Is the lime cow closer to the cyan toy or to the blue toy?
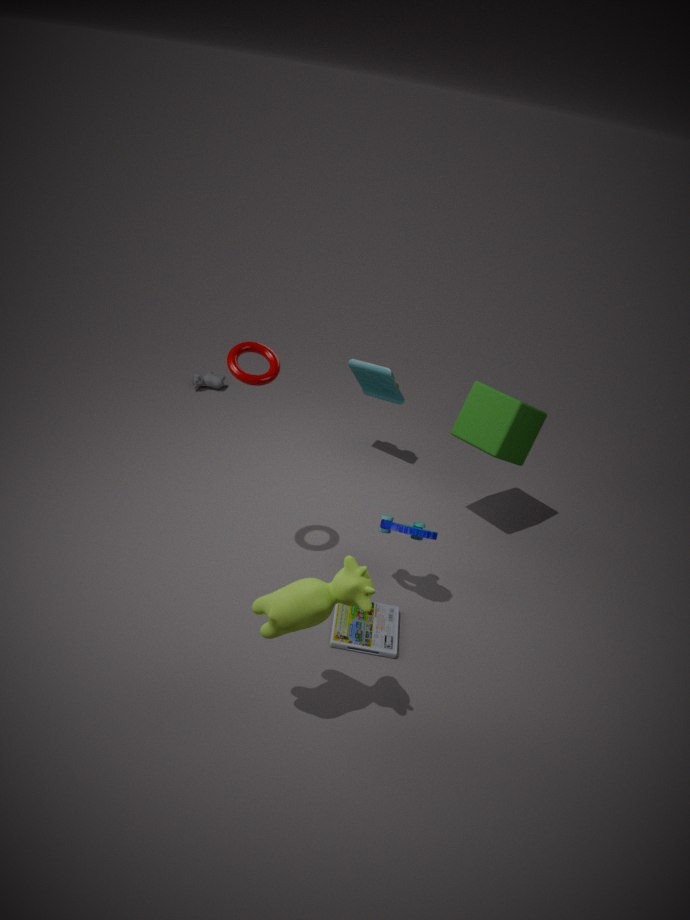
the blue toy
